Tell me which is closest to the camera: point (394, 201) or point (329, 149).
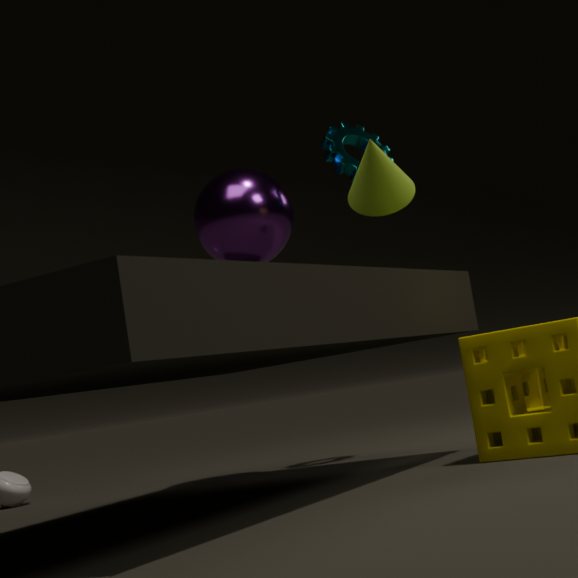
point (394, 201)
